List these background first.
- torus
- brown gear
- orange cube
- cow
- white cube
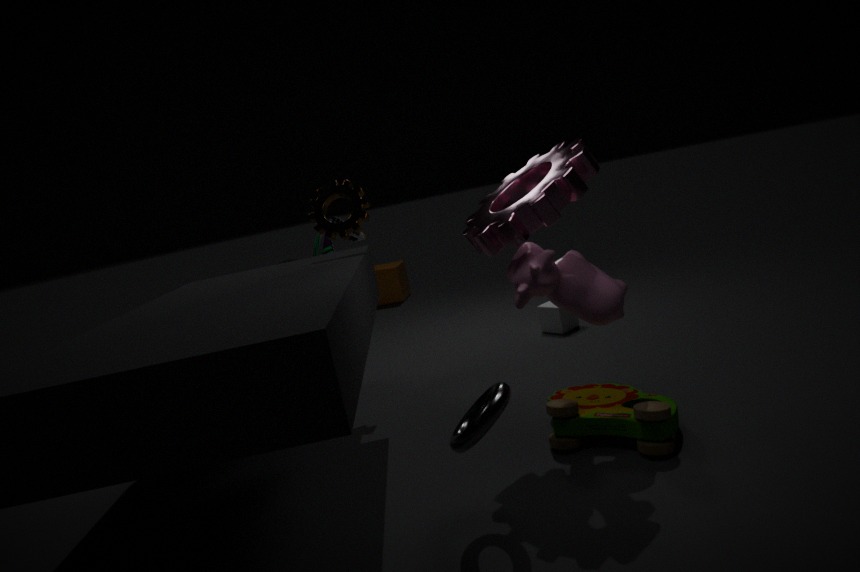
orange cube → white cube → brown gear → cow → torus
